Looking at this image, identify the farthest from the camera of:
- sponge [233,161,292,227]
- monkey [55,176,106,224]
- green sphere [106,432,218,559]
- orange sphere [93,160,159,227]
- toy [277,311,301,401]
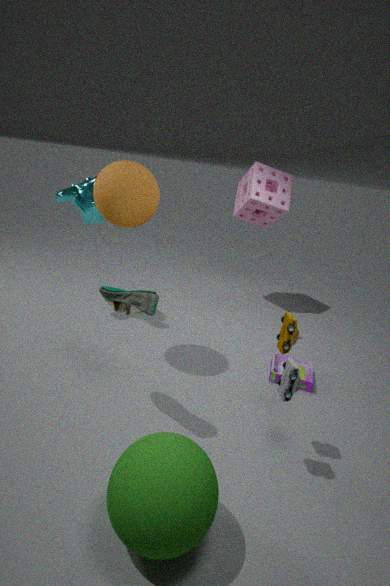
sponge [233,161,292,227]
